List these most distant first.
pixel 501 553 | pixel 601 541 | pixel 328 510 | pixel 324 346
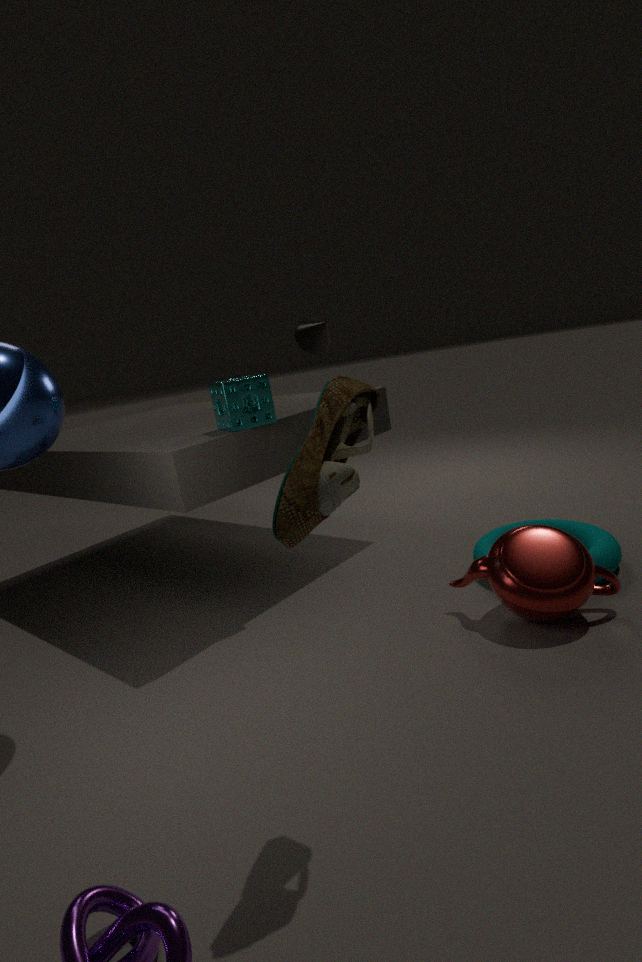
1. pixel 324 346
2. pixel 601 541
3. pixel 501 553
4. pixel 328 510
